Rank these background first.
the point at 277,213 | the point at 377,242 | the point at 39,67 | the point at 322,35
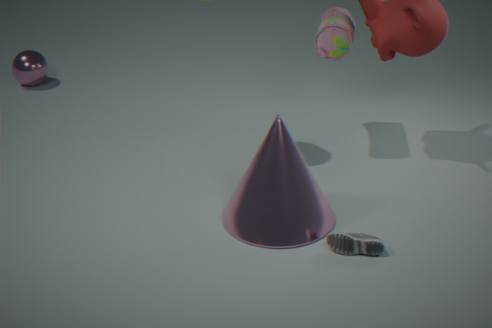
the point at 39,67
the point at 322,35
the point at 277,213
the point at 377,242
